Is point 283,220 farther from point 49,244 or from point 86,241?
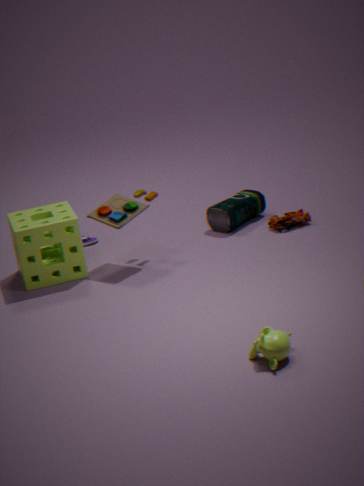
point 49,244
